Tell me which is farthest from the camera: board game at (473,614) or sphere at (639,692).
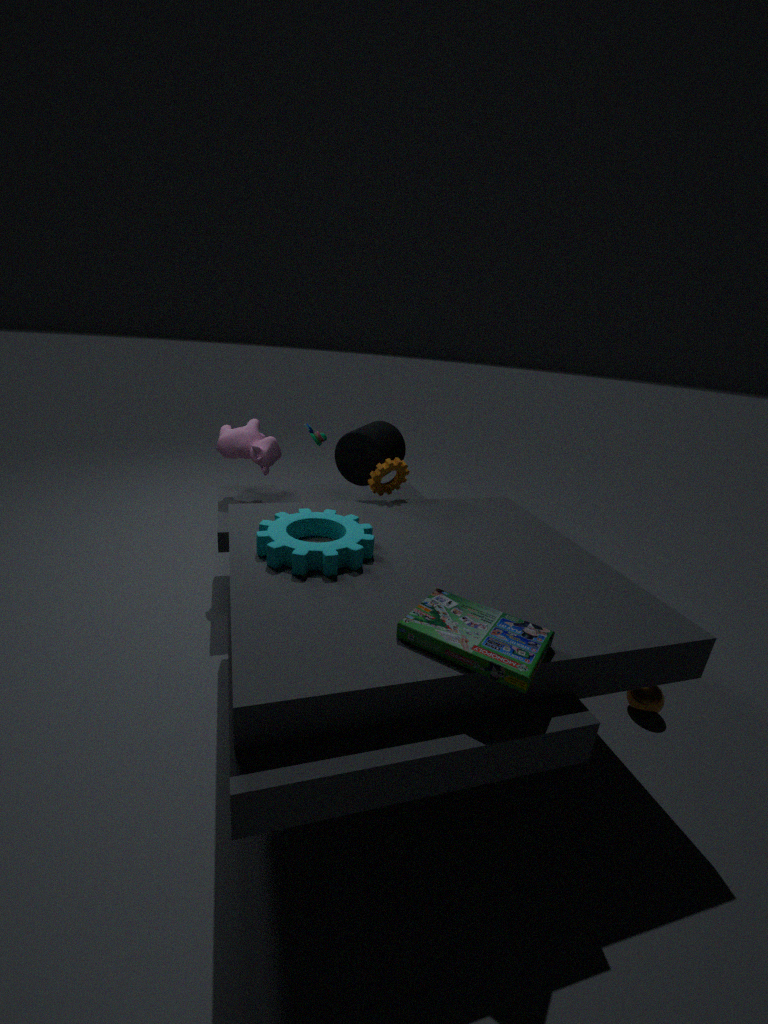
sphere at (639,692)
